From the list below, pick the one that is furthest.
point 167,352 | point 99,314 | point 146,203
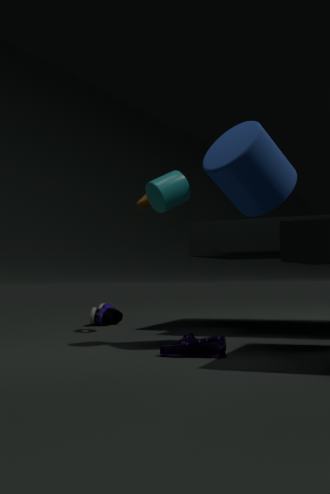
point 99,314
